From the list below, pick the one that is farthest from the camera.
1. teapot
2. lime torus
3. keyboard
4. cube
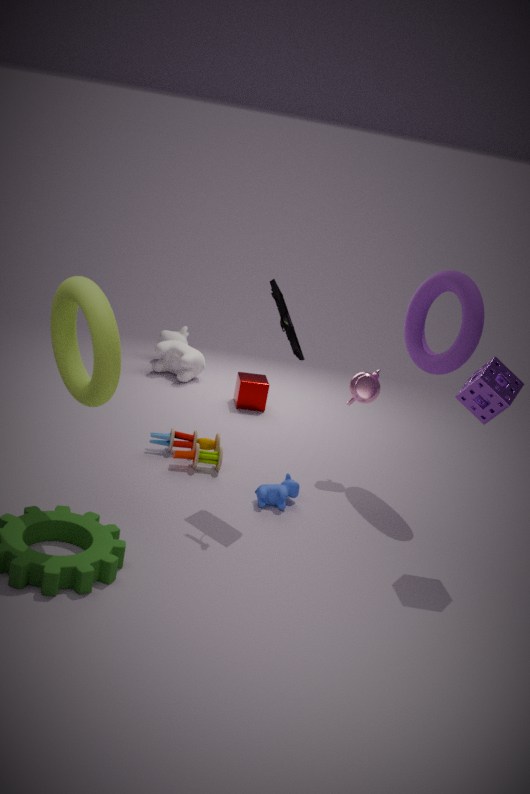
cube
